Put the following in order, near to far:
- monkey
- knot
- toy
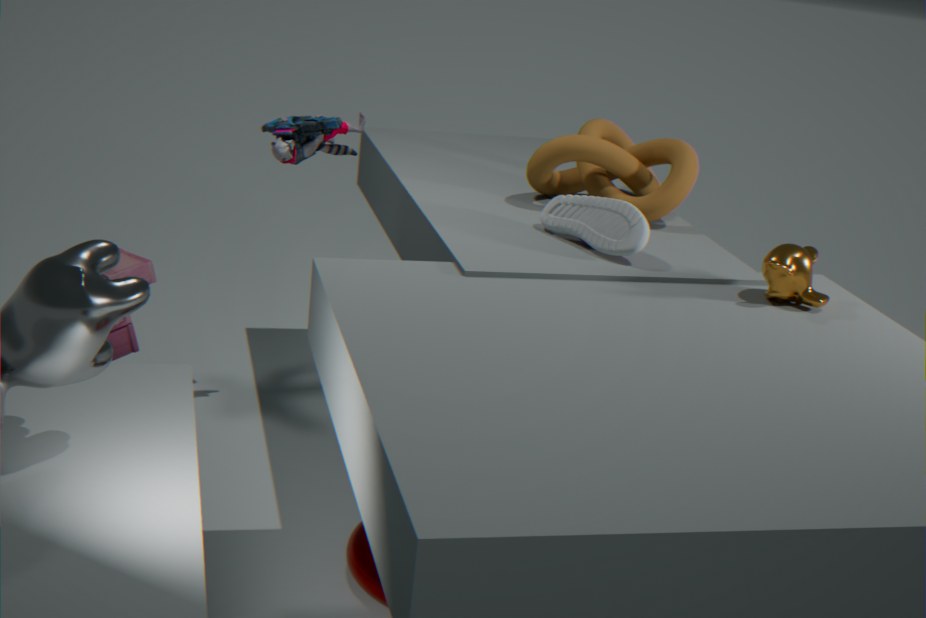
monkey → toy → knot
